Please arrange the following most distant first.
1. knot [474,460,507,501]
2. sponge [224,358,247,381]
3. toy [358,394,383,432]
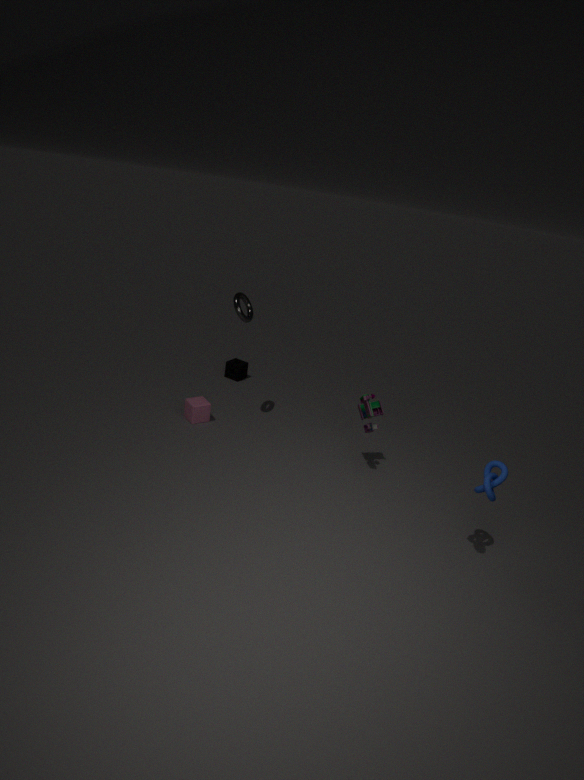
sponge [224,358,247,381], toy [358,394,383,432], knot [474,460,507,501]
